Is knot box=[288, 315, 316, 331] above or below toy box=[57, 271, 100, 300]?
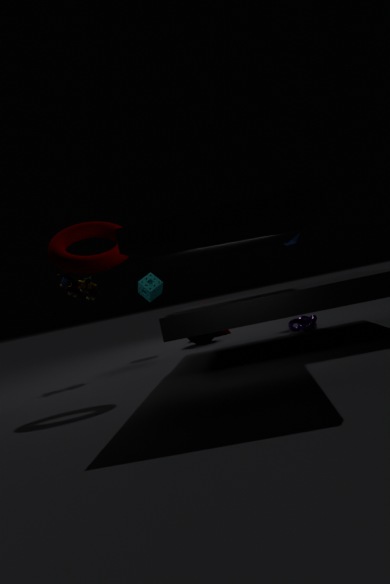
below
